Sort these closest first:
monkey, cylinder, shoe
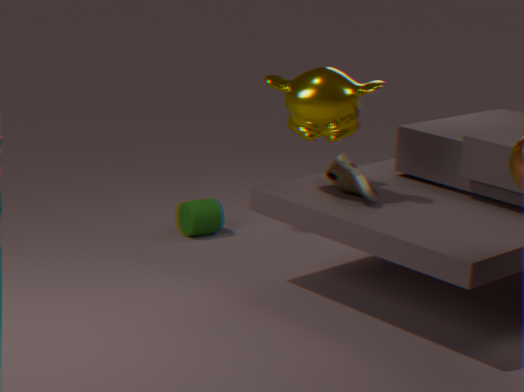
monkey, shoe, cylinder
